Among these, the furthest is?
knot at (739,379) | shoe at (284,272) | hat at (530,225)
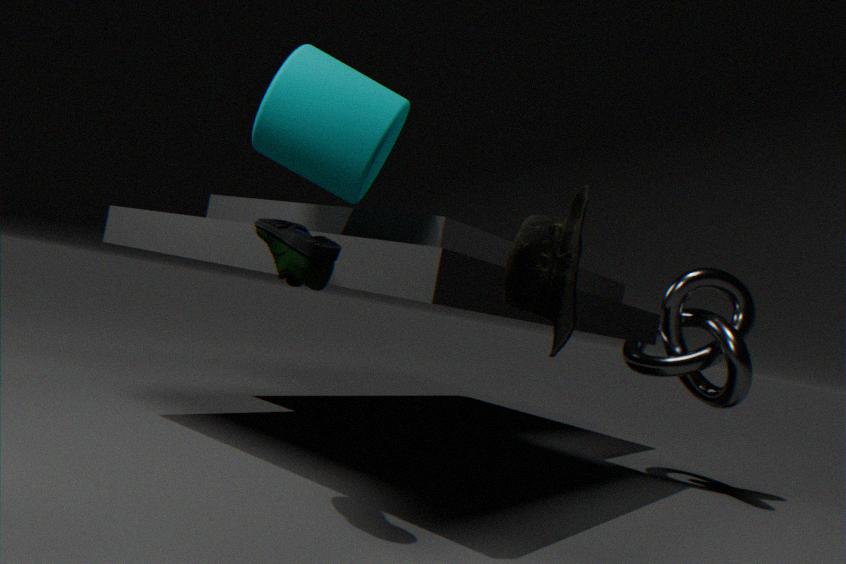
knot at (739,379)
